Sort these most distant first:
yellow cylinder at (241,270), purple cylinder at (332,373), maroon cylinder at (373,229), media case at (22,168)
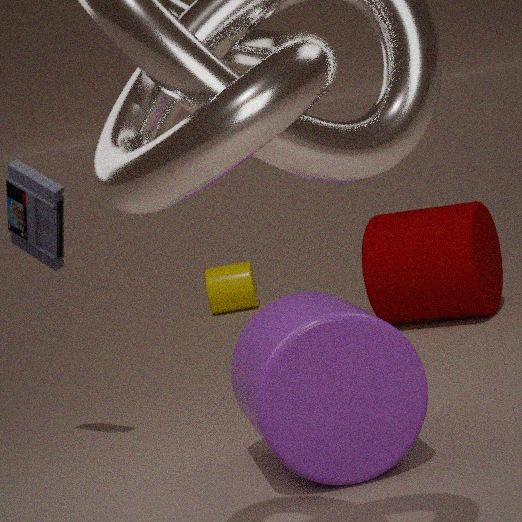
yellow cylinder at (241,270) → maroon cylinder at (373,229) → media case at (22,168) → purple cylinder at (332,373)
